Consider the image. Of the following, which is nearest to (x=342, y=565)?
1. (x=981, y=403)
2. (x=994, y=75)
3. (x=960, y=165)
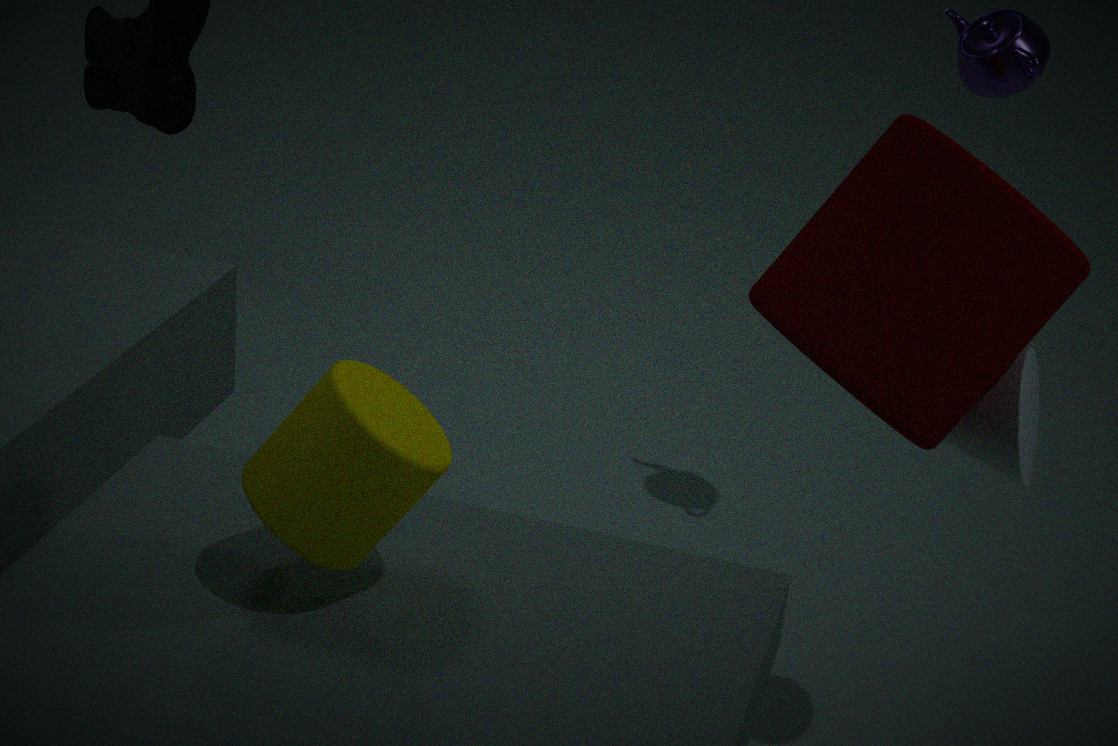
(x=960, y=165)
